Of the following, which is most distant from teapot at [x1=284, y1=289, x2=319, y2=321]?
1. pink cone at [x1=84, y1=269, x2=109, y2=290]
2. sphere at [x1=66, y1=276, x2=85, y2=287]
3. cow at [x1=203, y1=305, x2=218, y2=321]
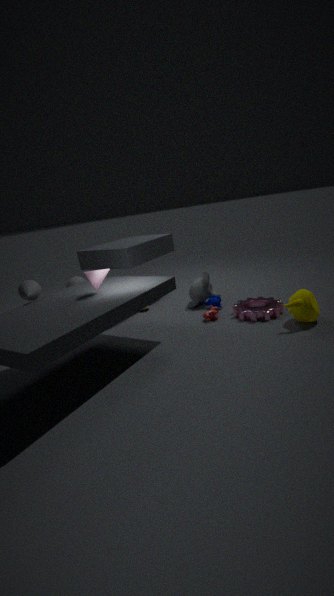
sphere at [x1=66, y1=276, x2=85, y2=287]
